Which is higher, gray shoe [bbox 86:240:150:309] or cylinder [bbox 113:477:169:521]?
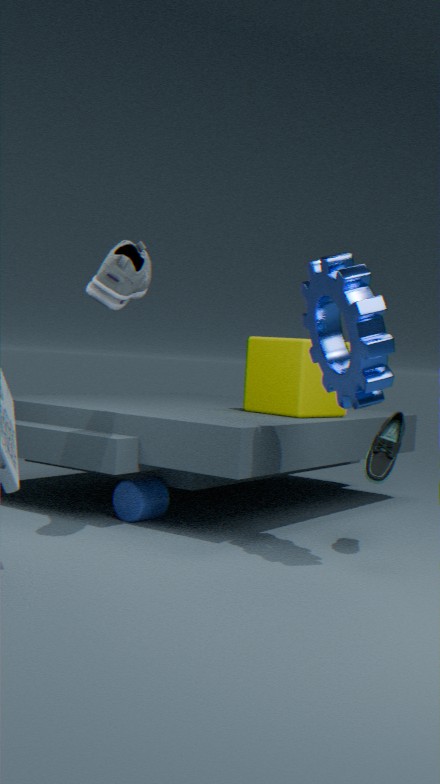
gray shoe [bbox 86:240:150:309]
